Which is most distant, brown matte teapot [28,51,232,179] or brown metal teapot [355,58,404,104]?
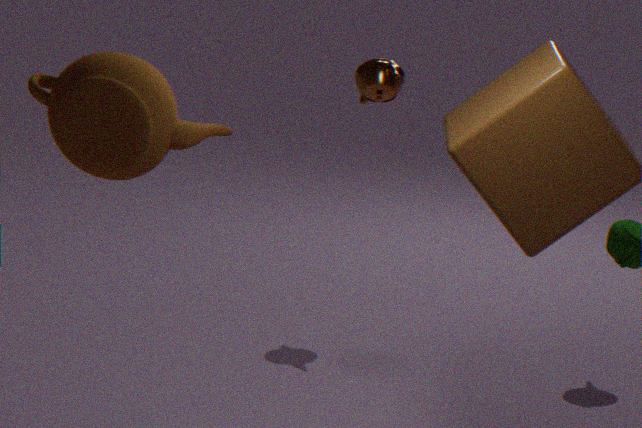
brown metal teapot [355,58,404,104]
